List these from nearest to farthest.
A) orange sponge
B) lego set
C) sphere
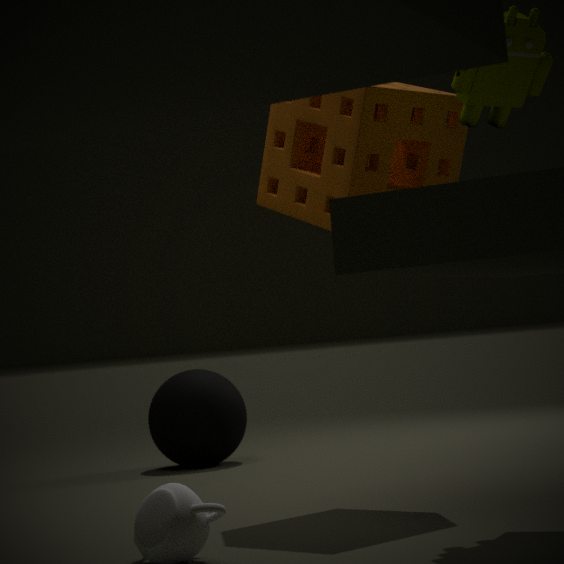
lego set
orange sponge
sphere
